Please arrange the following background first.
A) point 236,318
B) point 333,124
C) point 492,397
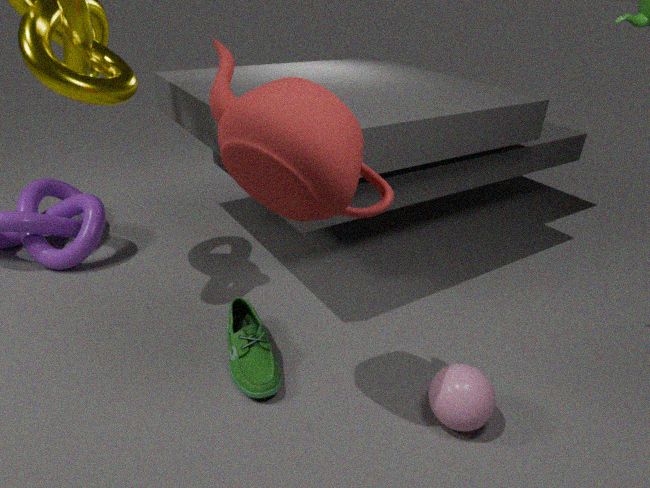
point 236,318 → point 492,397 → point 333,124
